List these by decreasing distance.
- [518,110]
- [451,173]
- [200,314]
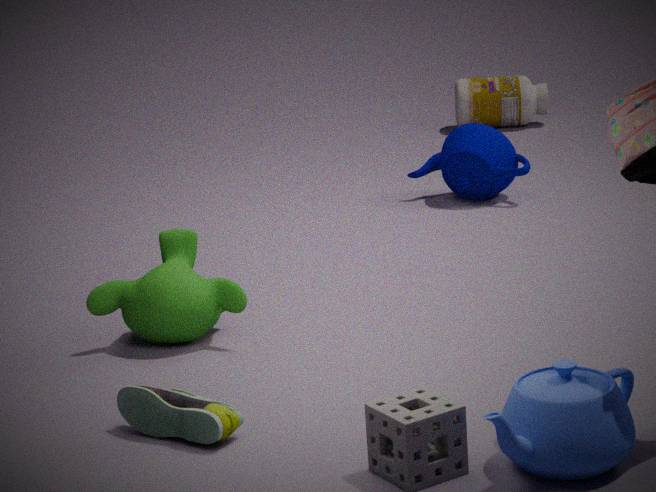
[518,110] < [451,173] < [200,314]
